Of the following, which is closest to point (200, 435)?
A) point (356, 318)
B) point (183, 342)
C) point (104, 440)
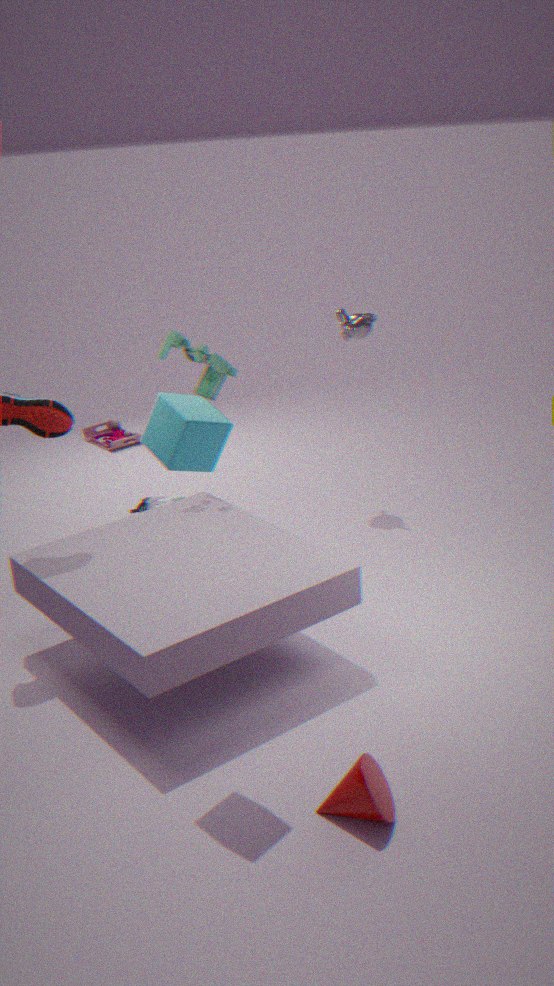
point (183, 342)
